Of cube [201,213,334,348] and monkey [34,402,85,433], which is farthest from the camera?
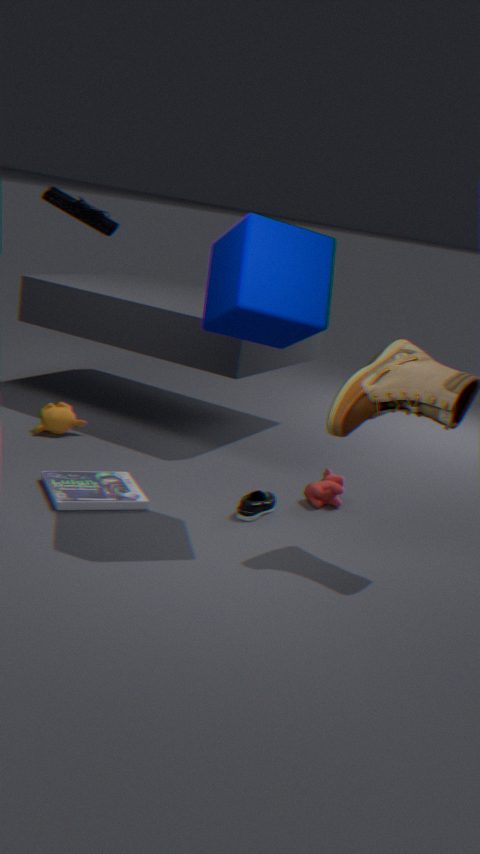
monkey [34,402,85,433]
